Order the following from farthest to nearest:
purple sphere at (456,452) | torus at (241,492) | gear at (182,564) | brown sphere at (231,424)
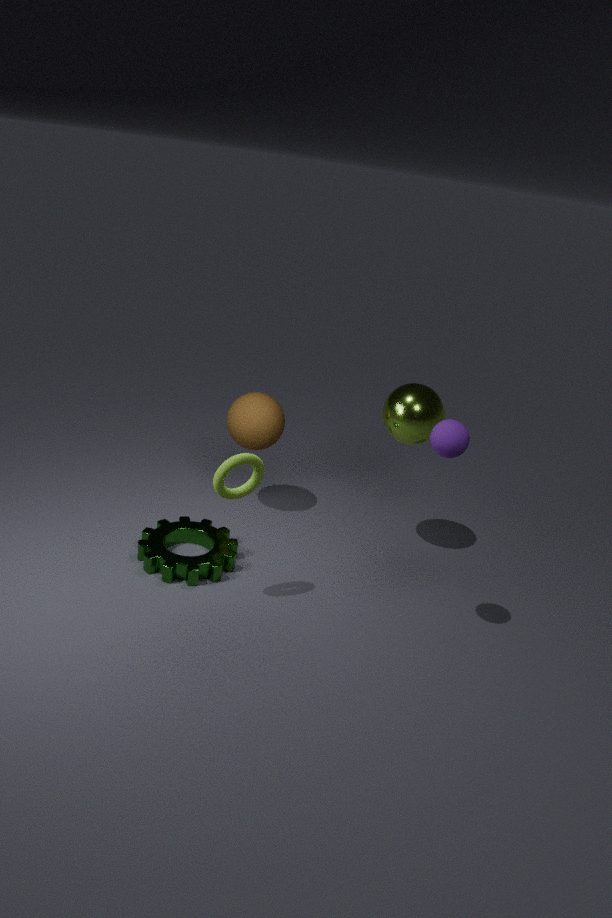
1. brown sphere at (231,424)
2. gear at (182,564)
3. torus at (241,492)
4. purple sphere at (456,452)
